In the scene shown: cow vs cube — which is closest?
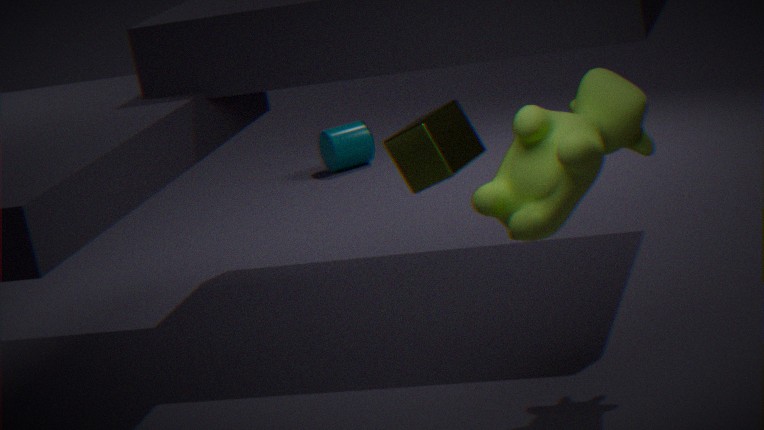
cow
